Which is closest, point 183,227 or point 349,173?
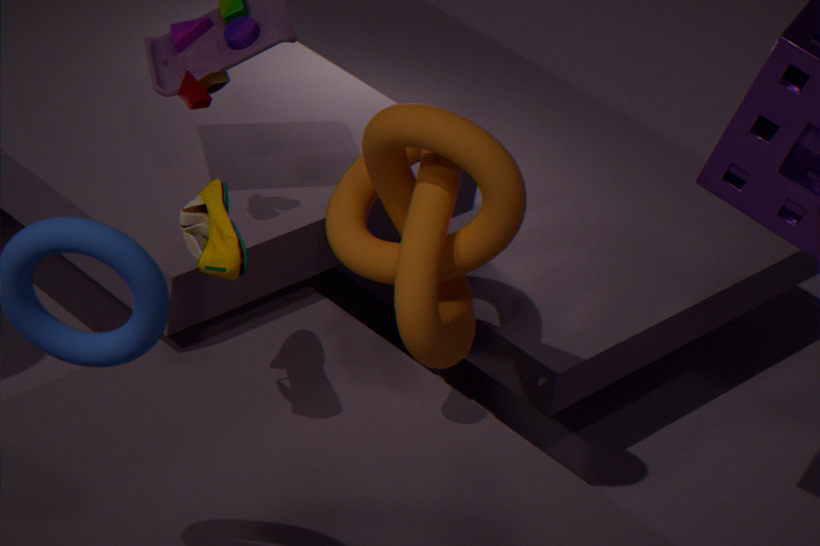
point 183,227
